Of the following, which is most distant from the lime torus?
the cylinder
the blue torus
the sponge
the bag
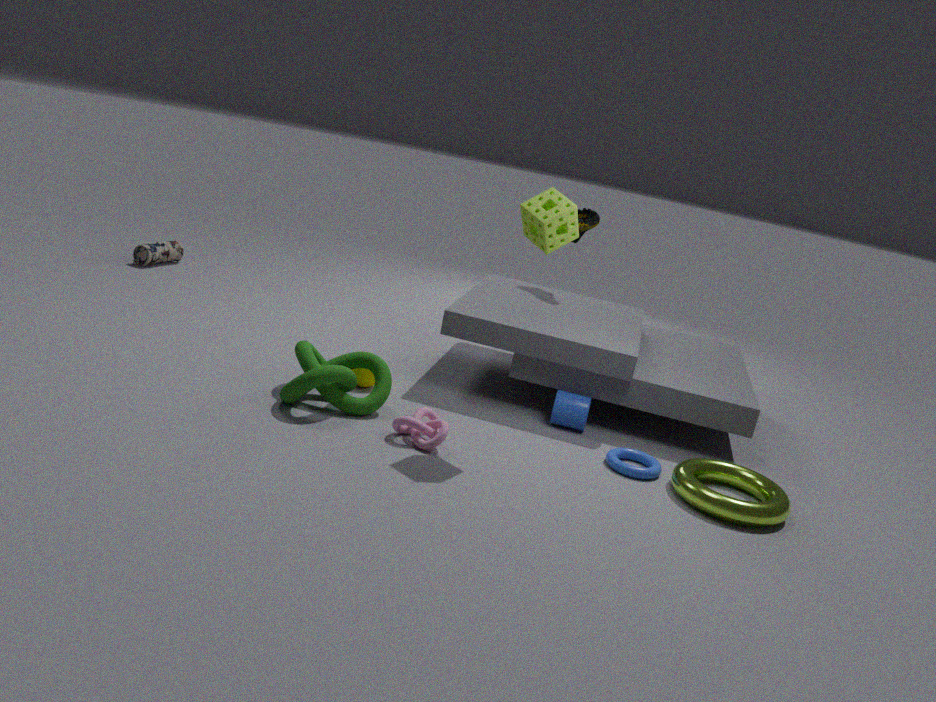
the bag
